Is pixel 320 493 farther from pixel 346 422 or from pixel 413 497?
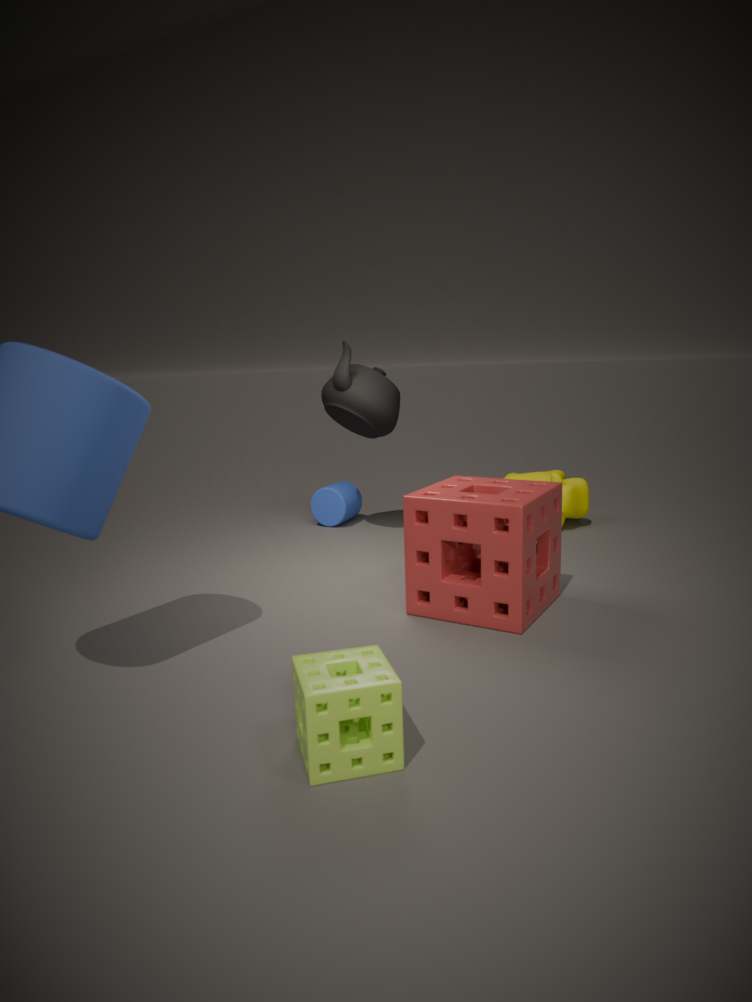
pixel 413 497
